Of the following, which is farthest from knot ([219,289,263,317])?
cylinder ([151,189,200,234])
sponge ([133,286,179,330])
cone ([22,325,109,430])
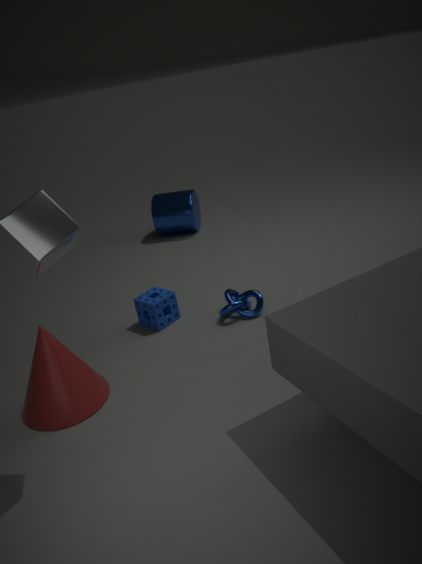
cylinder ([151,189,200,234])
